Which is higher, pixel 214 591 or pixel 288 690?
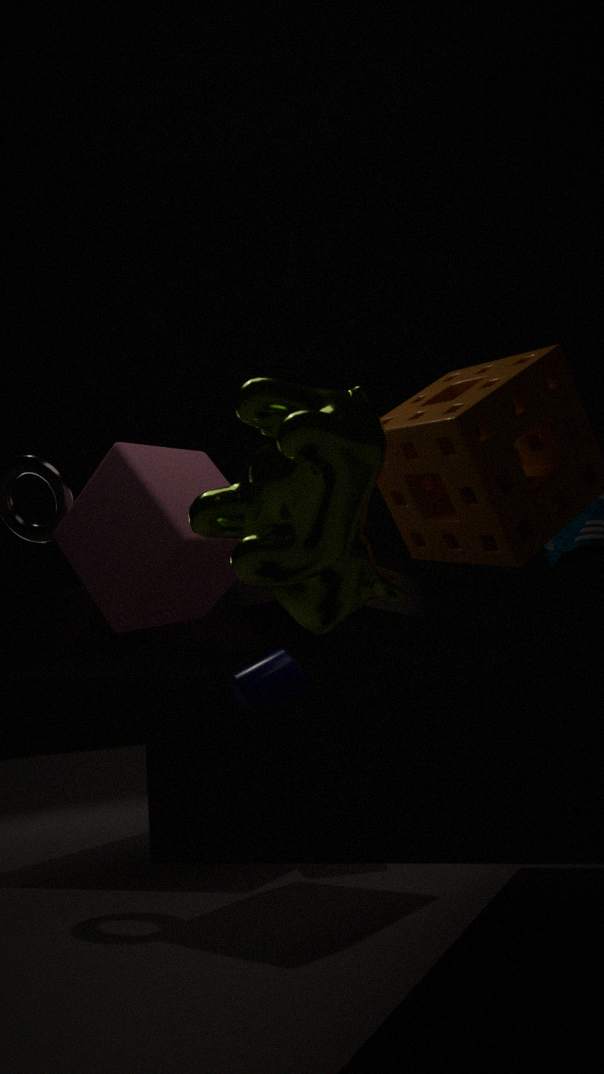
pixel 214 591
